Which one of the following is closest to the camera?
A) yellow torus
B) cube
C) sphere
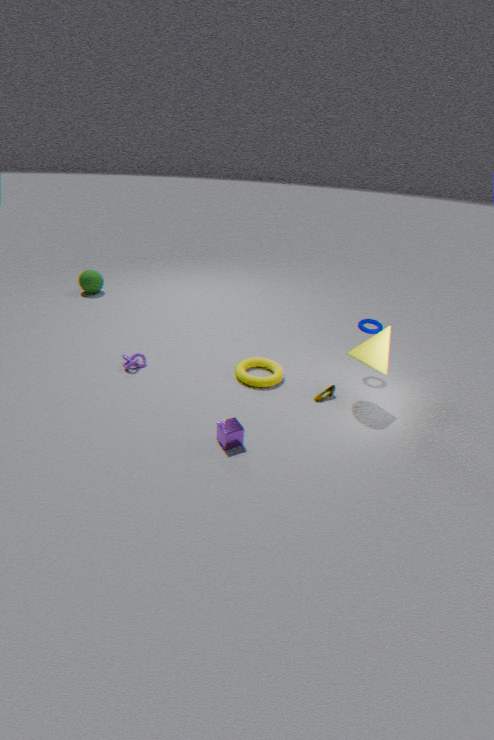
cube
